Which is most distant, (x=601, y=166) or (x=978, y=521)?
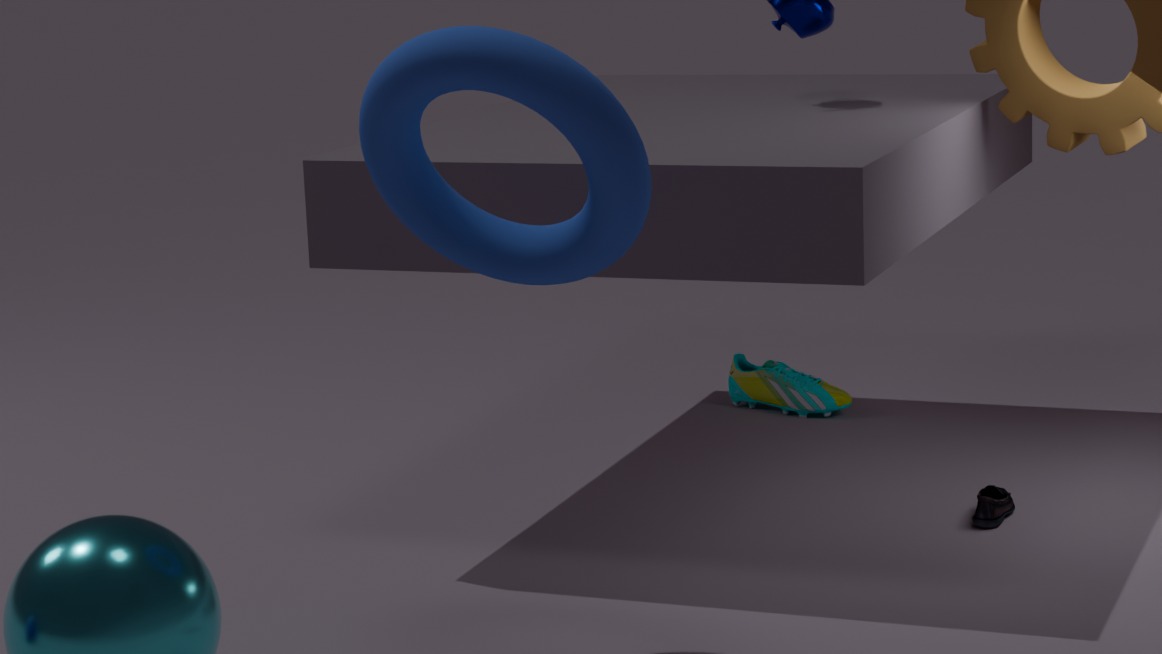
(x=978, y=521)
